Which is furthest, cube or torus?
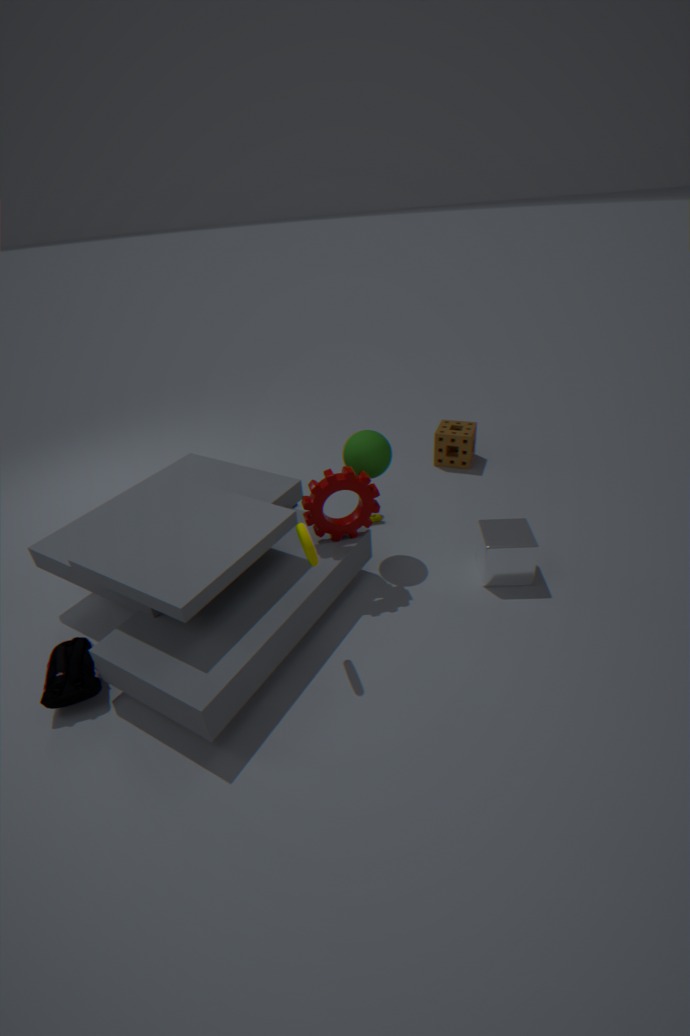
cube
